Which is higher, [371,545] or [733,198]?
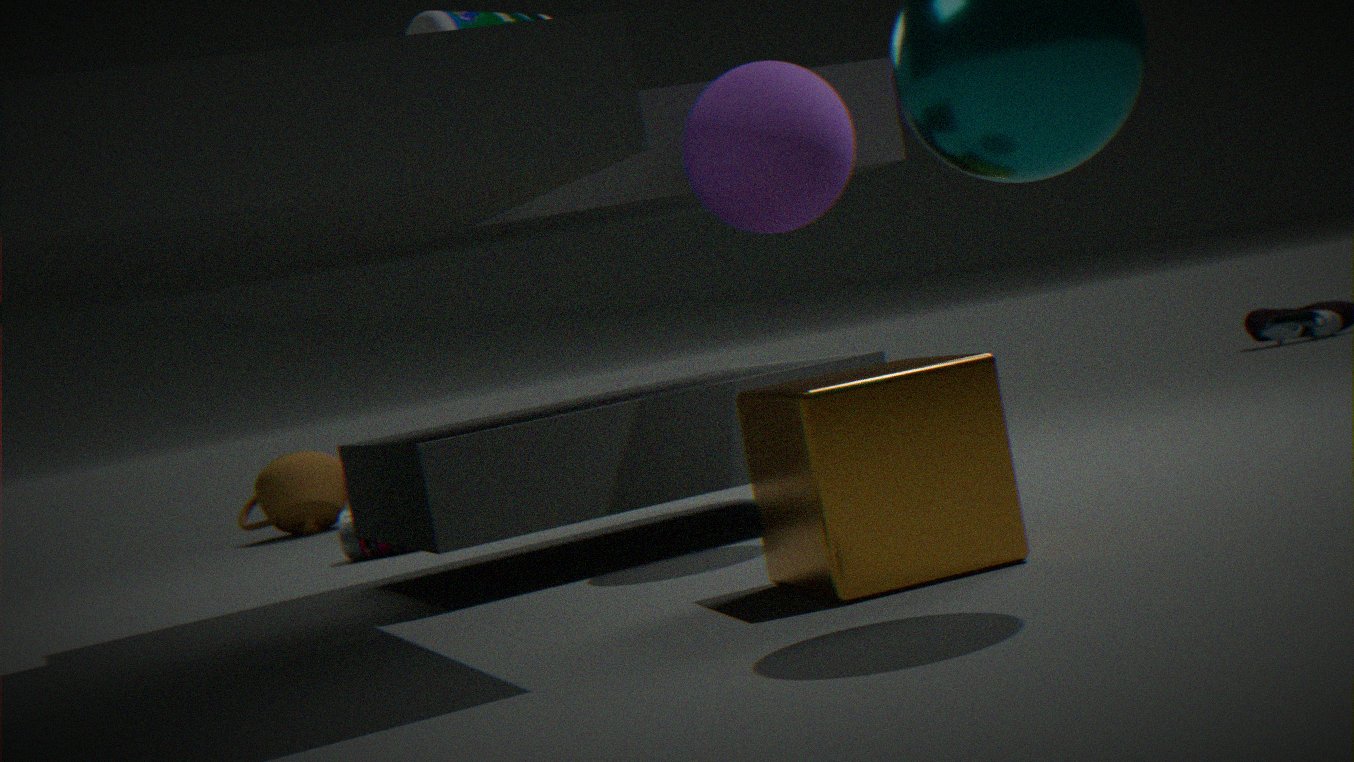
[733,198]
